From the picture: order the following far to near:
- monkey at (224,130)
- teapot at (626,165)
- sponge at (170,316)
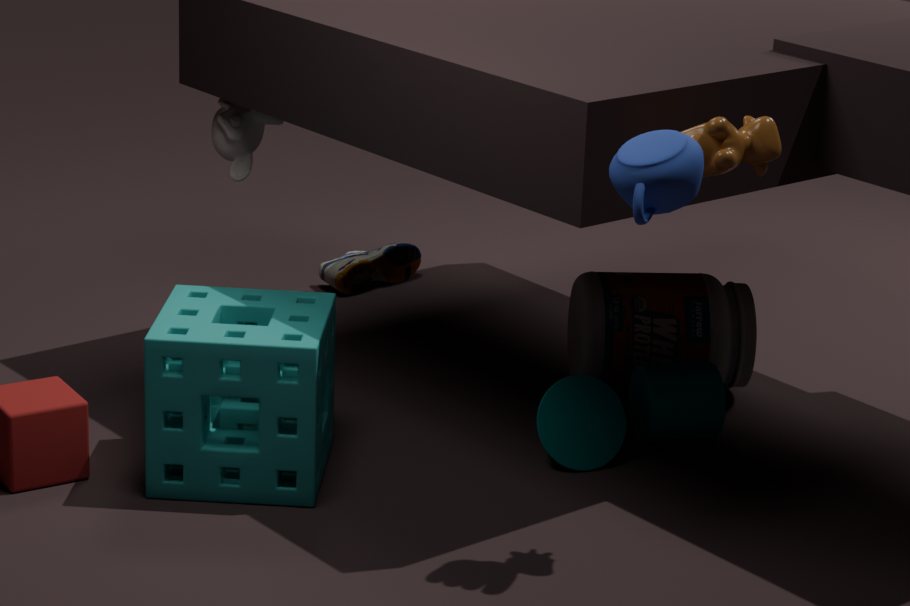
monkey at (224,130) < sponge at (170,316) < teapot at (626,165)
